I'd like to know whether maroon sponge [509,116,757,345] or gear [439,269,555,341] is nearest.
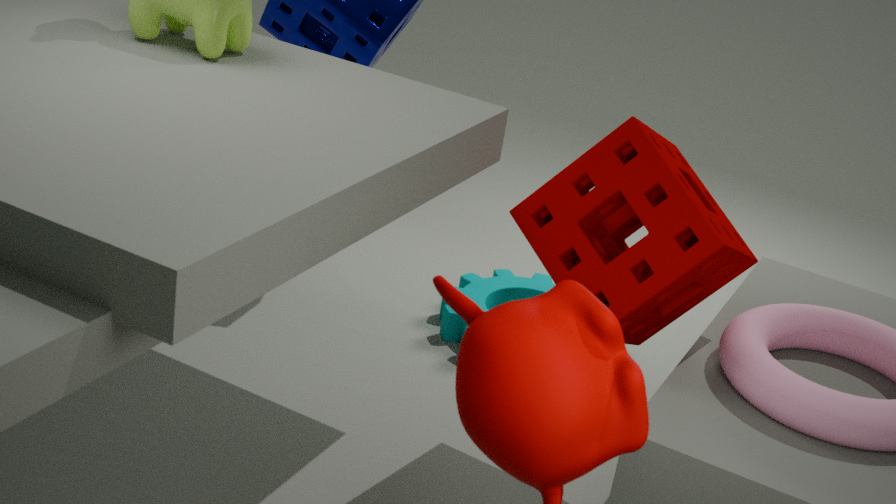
maroon sponge [509,116,757,345]
